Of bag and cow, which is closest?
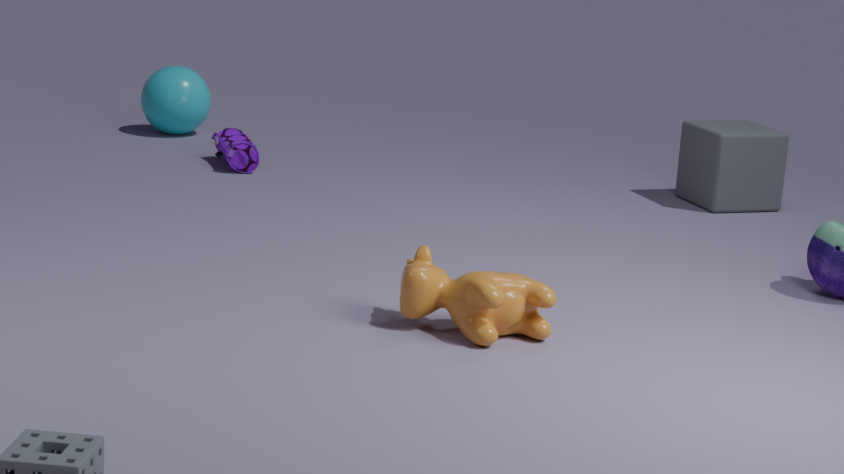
cow
